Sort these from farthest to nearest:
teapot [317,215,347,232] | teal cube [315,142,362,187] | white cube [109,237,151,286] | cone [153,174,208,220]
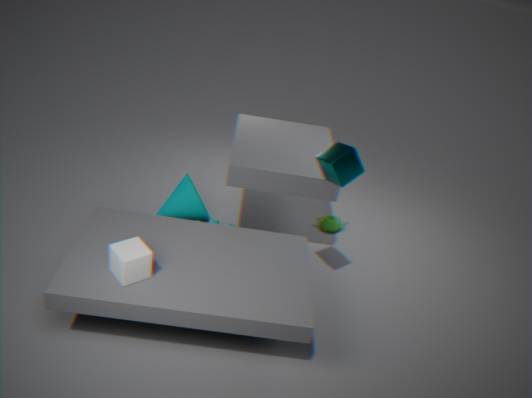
teapot [317,215,347,232], cone [153,174,208,220], teal cube [315,142,362,187], white cube [109,237,151,286]
